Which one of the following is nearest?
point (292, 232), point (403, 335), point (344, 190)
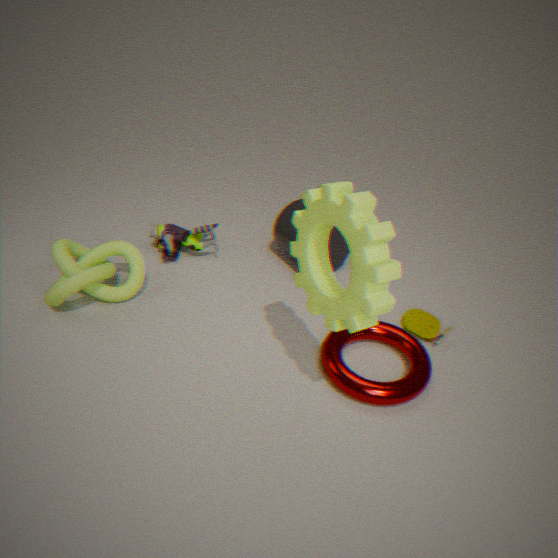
point (344, 190)
